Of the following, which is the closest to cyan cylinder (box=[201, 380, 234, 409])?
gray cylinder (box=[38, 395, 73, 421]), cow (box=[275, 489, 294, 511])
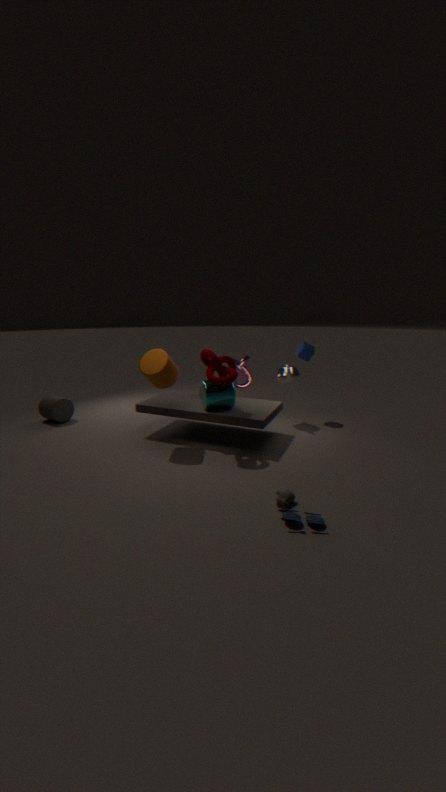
cow (box=[275, 489, 294, 511])
